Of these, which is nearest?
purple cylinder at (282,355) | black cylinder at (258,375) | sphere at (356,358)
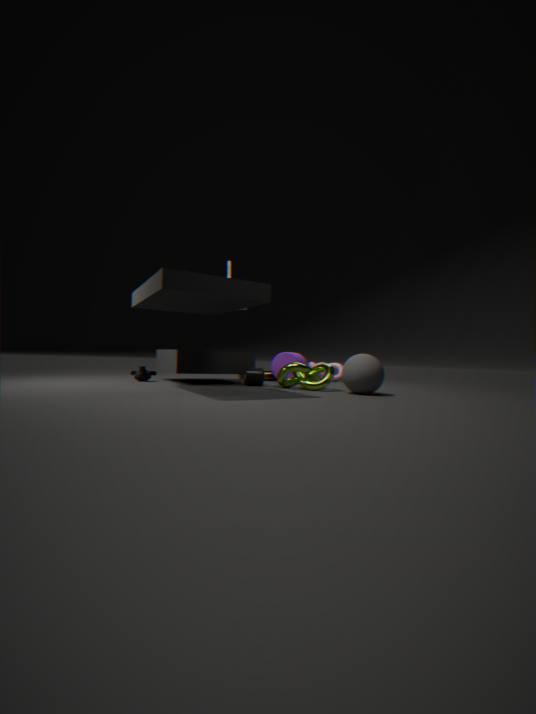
sphere at (356,358)
